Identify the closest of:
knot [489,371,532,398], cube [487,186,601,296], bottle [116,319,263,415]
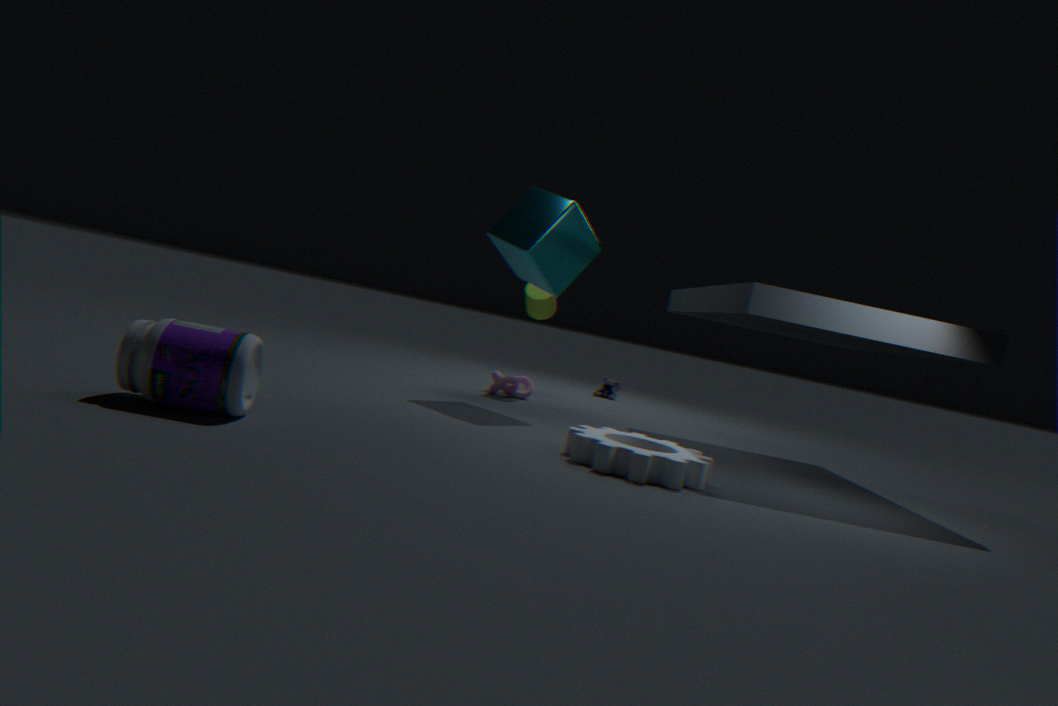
bottle [116,319,263,415]
